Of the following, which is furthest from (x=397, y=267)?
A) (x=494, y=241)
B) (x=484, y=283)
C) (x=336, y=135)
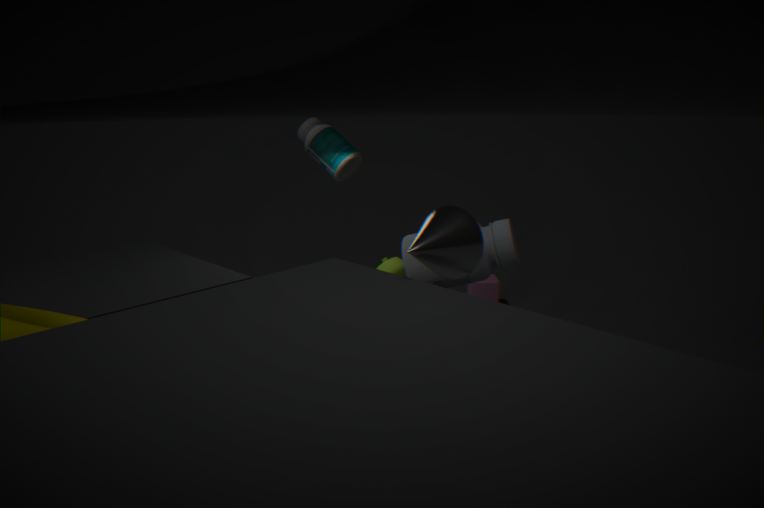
(x=484, y=283)
